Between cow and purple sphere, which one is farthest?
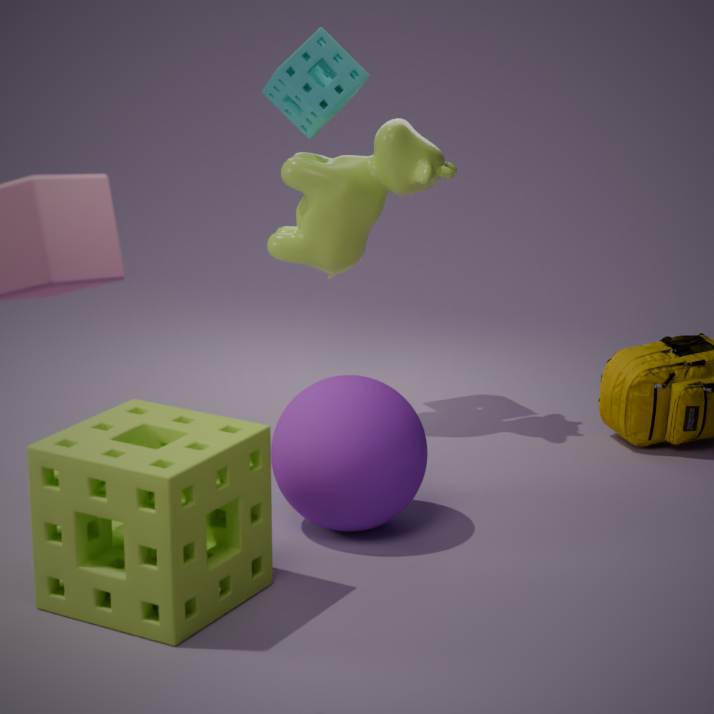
cow
